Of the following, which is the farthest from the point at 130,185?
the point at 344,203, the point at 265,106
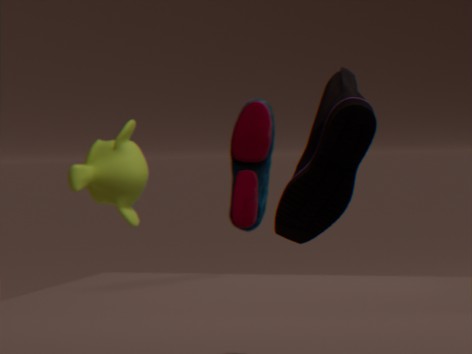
the point at 344,203
